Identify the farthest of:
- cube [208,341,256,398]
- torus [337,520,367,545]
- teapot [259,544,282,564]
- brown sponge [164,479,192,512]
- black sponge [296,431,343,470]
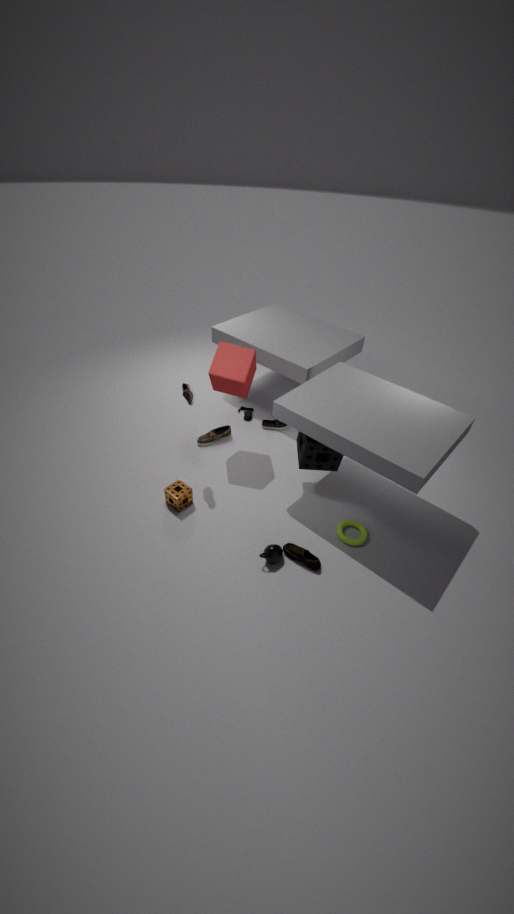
cube [208,341,256,398]
